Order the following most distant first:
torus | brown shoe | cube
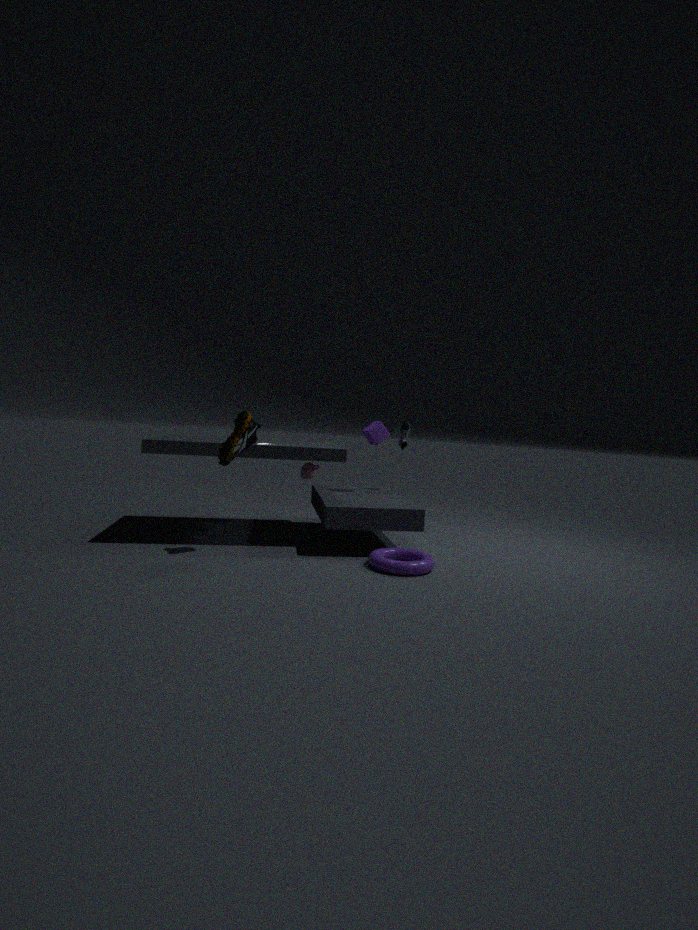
cube, brown shoe, torus
